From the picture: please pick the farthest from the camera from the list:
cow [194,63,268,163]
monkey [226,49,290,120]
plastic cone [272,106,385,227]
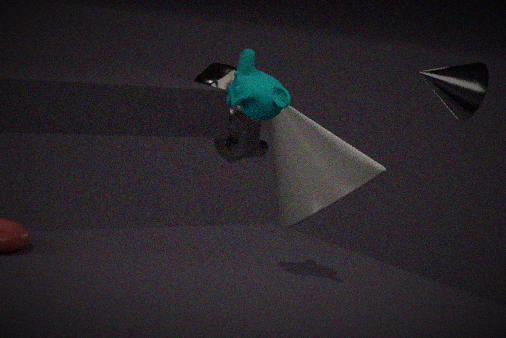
cow [194,63,268,163]
